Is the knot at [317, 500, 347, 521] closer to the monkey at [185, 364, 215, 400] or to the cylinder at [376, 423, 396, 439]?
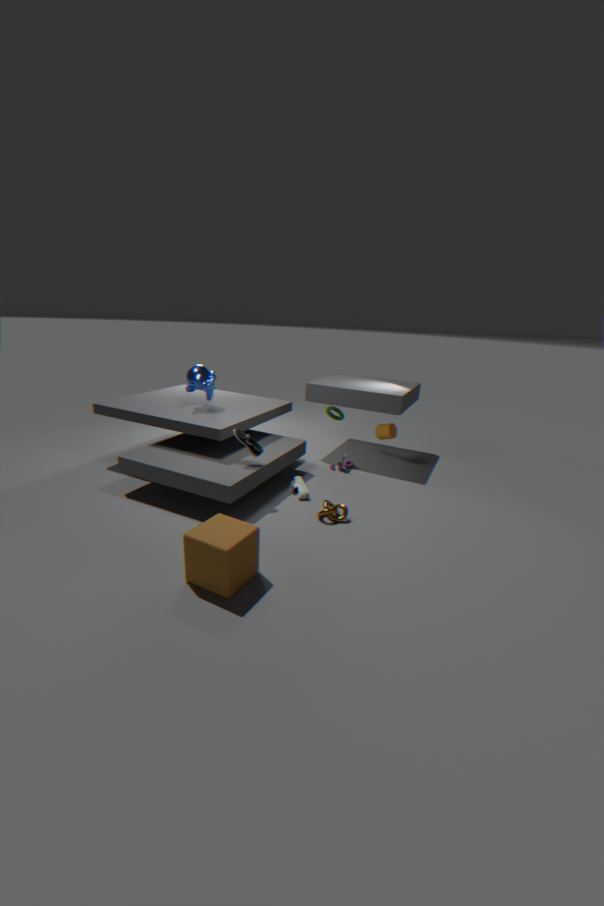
the cylinder at [376, 423, 396, 439]
